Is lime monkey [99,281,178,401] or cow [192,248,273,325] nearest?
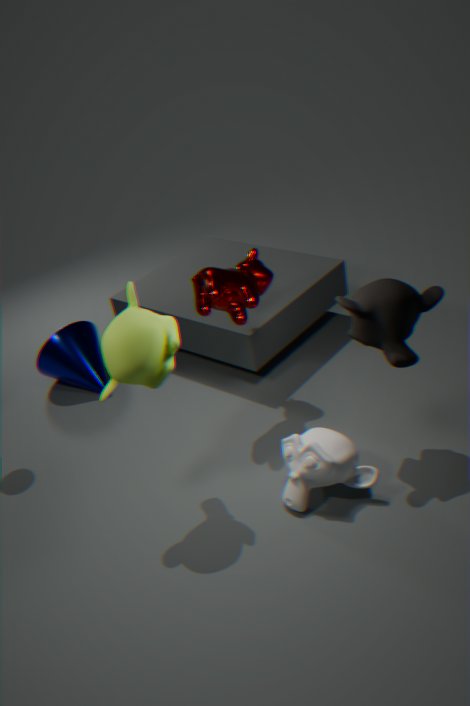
lime monkey [99,281,178,401]
